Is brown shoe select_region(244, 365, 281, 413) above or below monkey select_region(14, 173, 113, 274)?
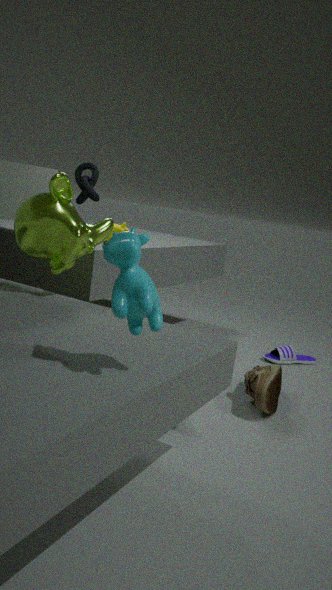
below
